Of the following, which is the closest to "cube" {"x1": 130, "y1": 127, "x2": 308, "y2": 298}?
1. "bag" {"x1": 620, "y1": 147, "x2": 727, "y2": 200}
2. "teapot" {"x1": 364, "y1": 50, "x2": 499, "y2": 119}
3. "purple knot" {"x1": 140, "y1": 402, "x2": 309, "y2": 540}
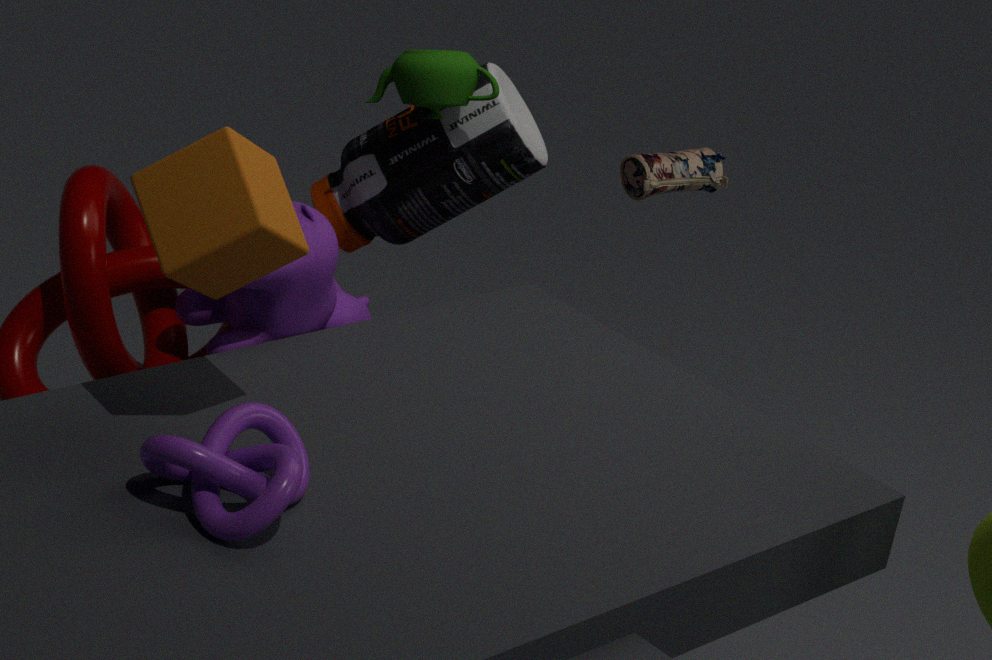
"purple knot" {"x1": 140, "y1": 402, "x2": 309, "y2": 540}
